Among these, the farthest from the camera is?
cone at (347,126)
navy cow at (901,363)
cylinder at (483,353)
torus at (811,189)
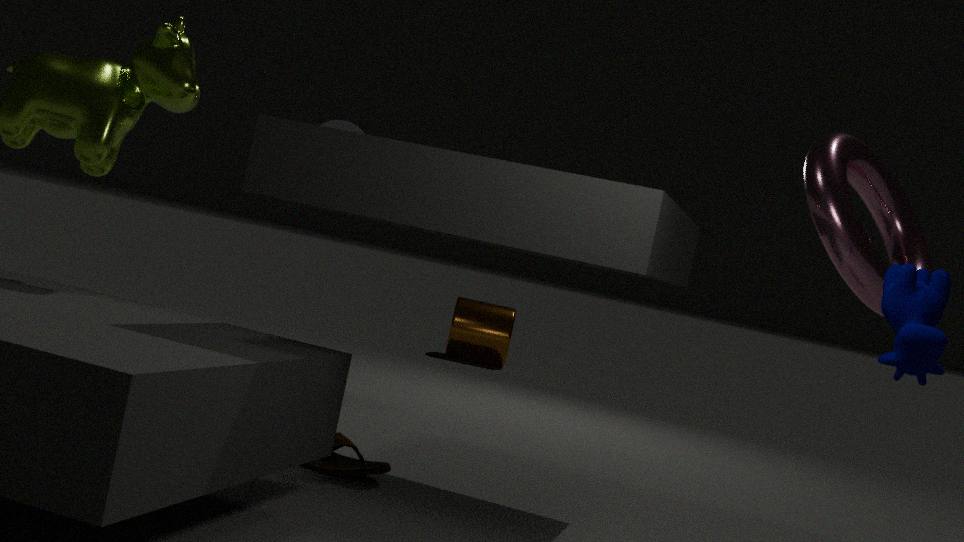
cylinder at (483,353)
